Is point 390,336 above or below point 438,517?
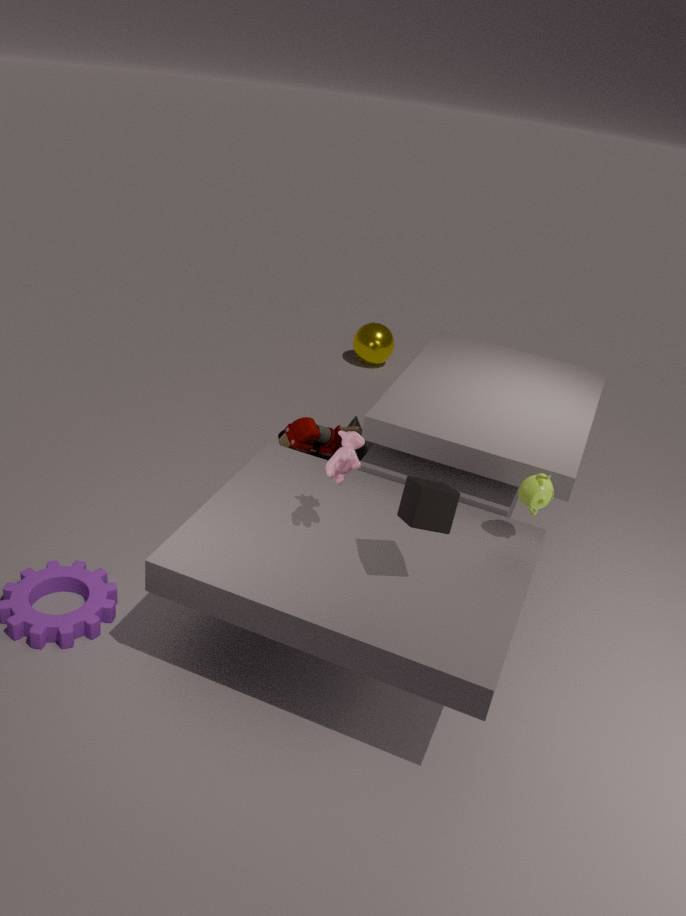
below
